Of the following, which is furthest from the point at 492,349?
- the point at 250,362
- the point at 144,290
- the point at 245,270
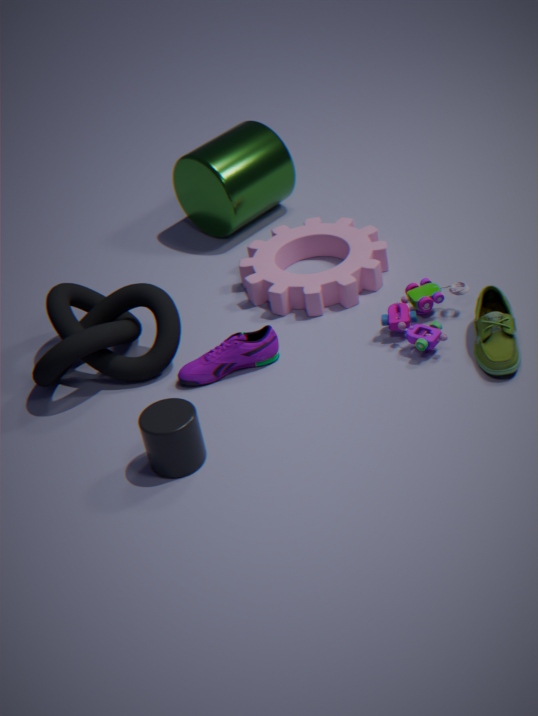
the point at 144,290
